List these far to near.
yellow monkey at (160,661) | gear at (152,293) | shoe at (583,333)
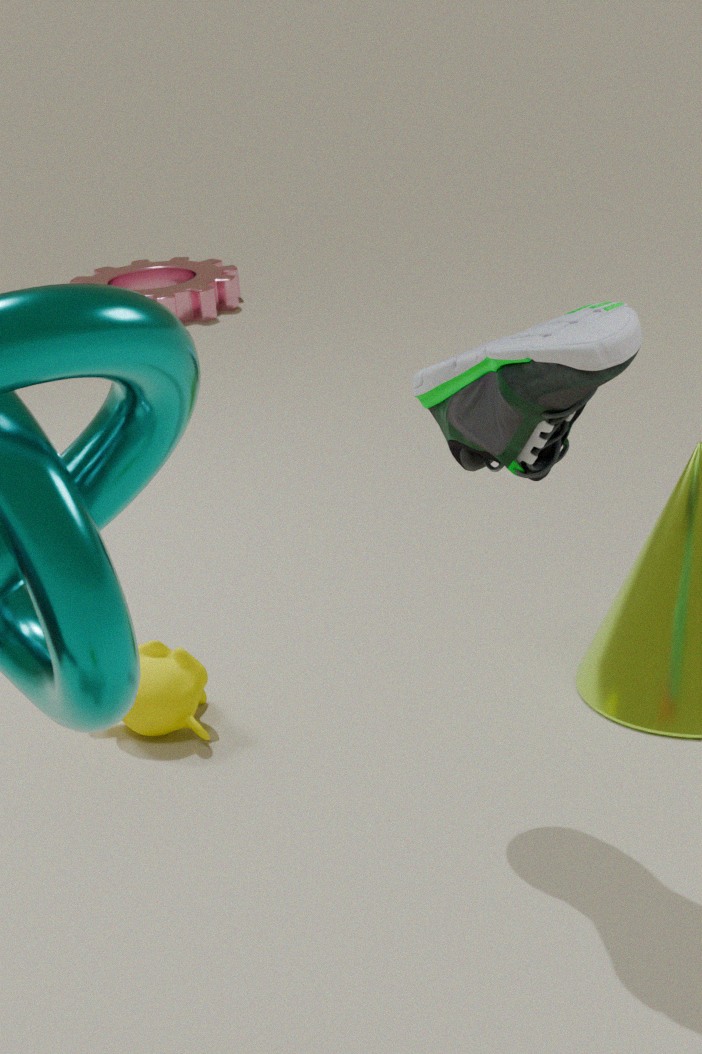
gear at (152,293) < yellow monkey at (160,661) < shoe at (583,333)
